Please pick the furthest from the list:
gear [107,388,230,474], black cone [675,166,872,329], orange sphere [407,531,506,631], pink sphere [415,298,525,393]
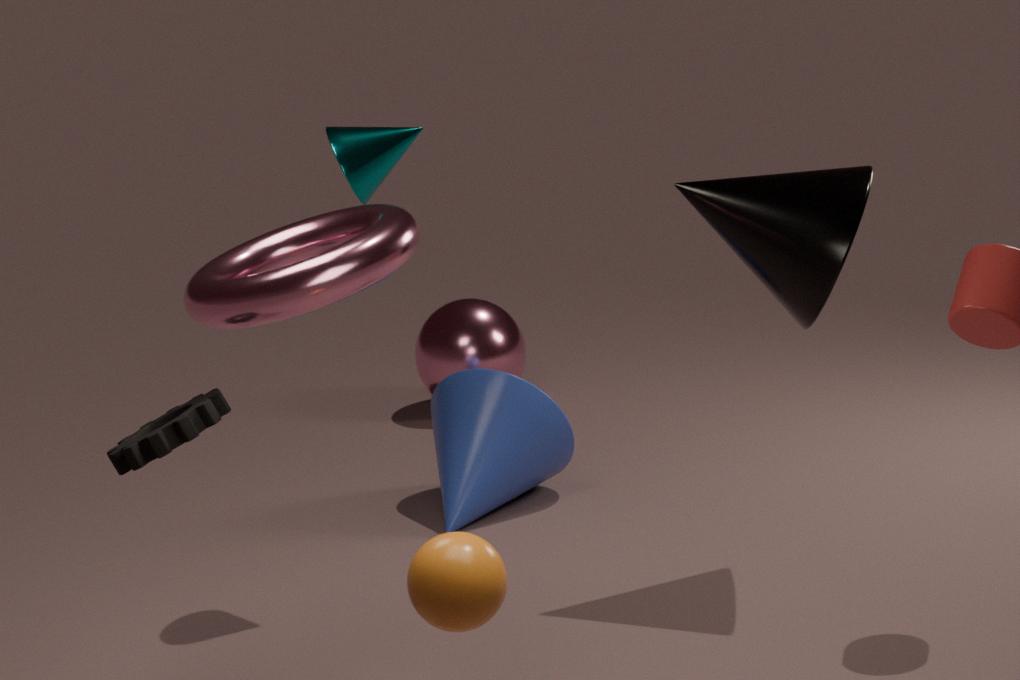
pink sphere [415,298,525,393]
